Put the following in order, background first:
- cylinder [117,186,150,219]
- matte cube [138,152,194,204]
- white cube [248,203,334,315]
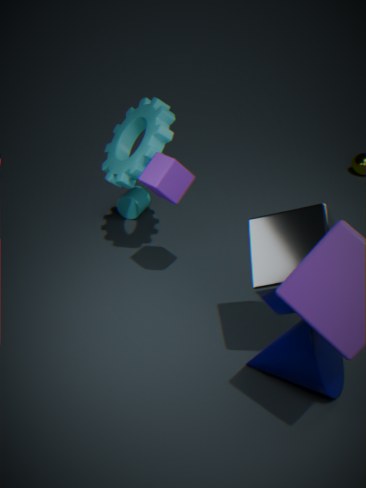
cylinder [117,186,150,219], matte cube [138,152,194,204], white cube [248,203,334,315]
